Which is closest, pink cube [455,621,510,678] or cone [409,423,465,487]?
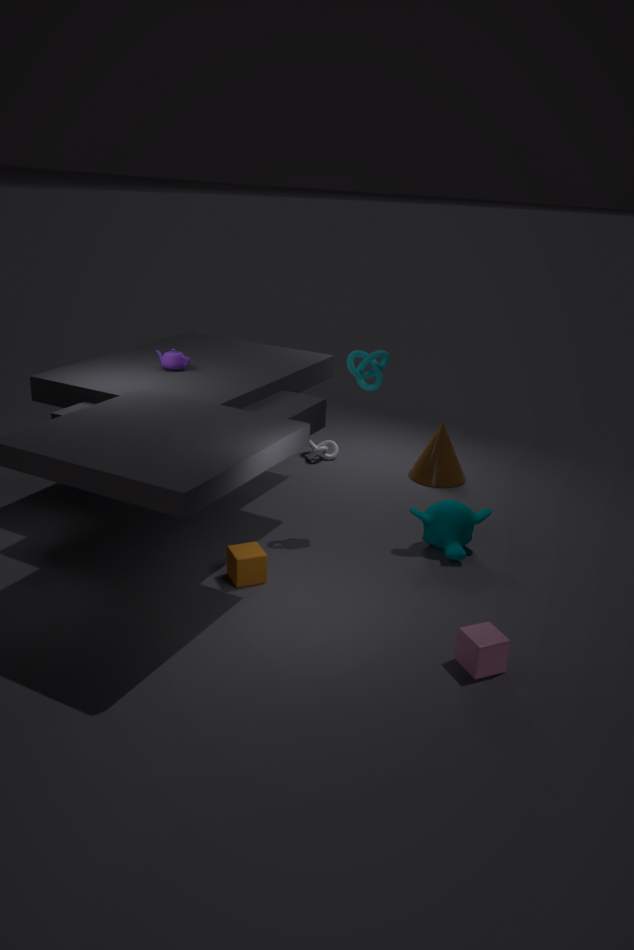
pink cube [455,621,510,678]
